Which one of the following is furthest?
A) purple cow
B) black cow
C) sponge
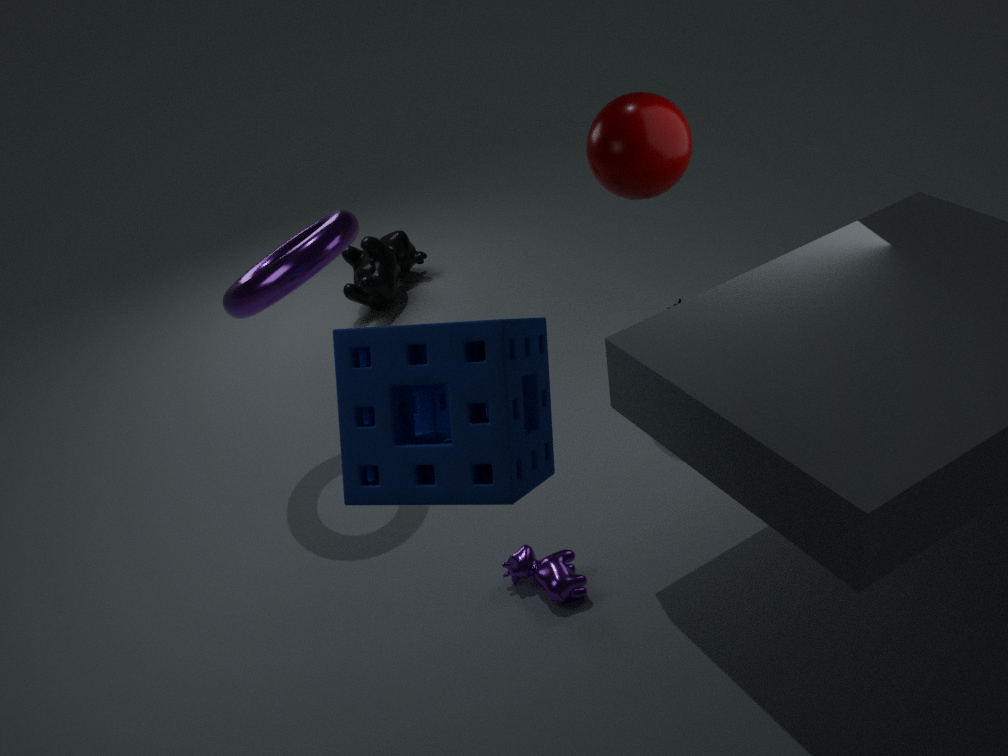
B. black cow
